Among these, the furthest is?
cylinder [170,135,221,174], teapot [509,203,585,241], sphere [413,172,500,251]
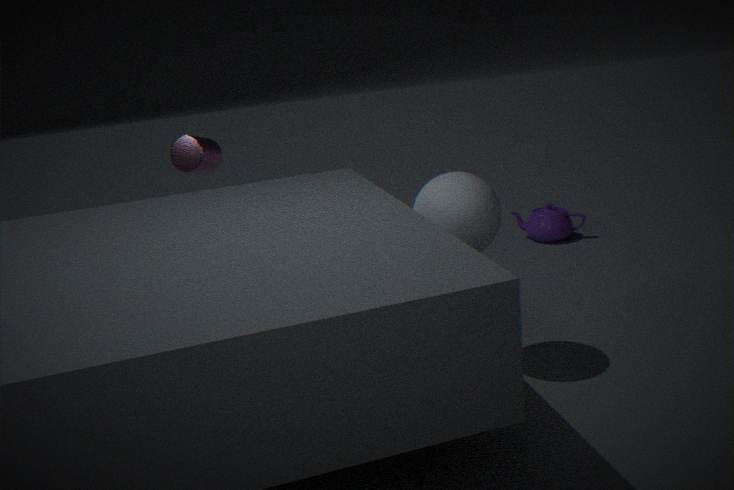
teapot [509,203,585,241]
